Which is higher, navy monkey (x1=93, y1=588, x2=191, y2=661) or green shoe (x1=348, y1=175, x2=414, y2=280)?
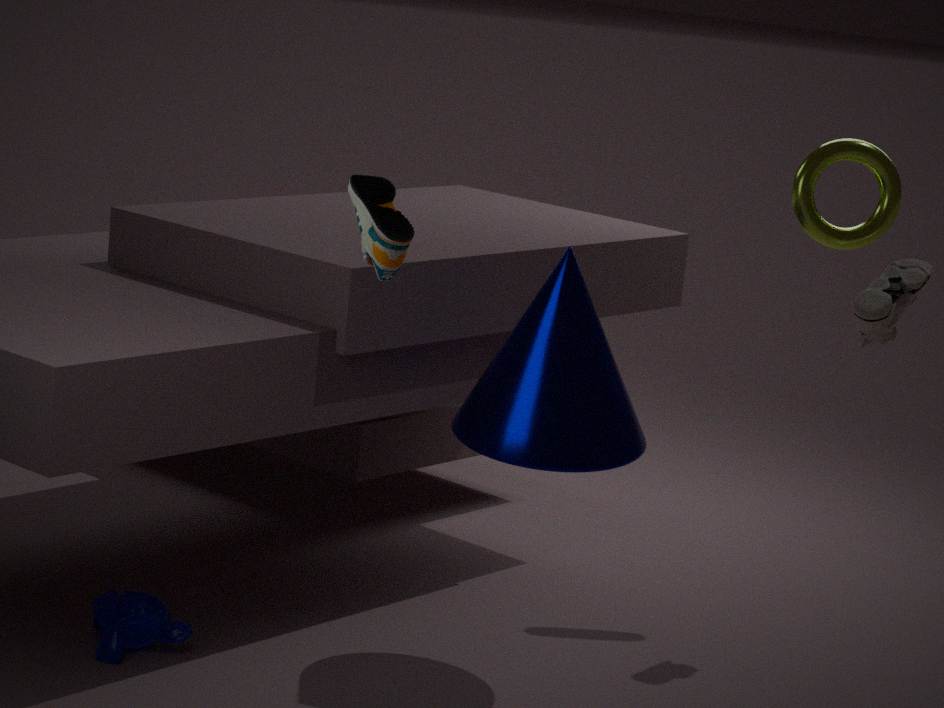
green shoe (x1=348, y1=175, x2=414, y2=280)
